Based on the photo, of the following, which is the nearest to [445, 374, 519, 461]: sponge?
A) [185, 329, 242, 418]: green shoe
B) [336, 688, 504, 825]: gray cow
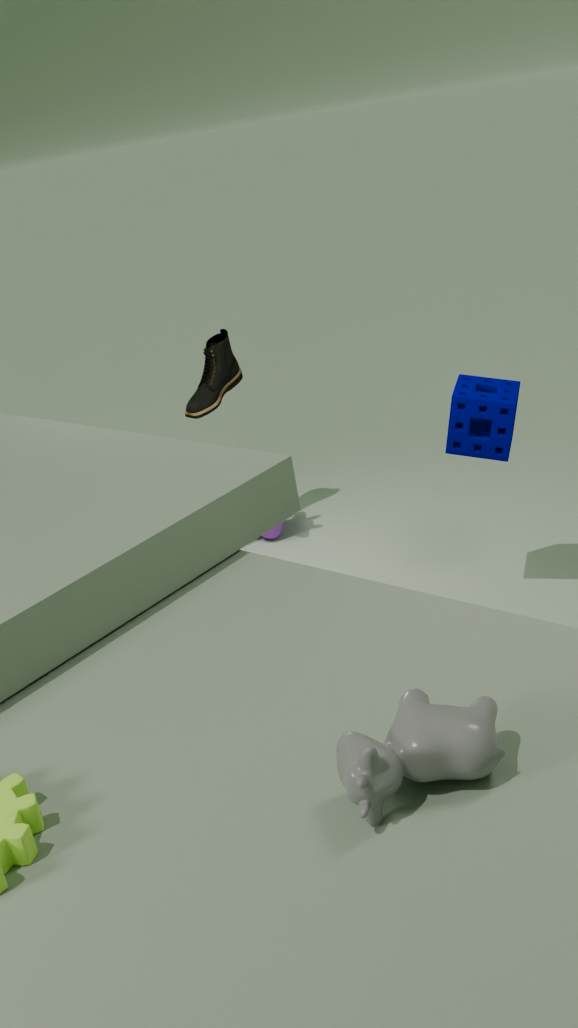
[185, 329, 242, 418]: green shoe
